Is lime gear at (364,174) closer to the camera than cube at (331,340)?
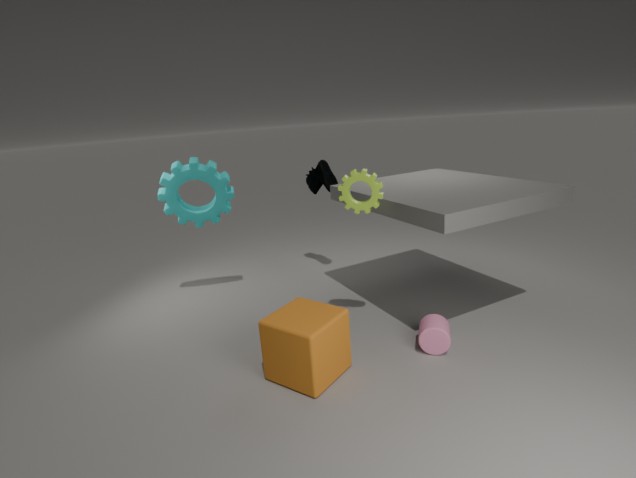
No
